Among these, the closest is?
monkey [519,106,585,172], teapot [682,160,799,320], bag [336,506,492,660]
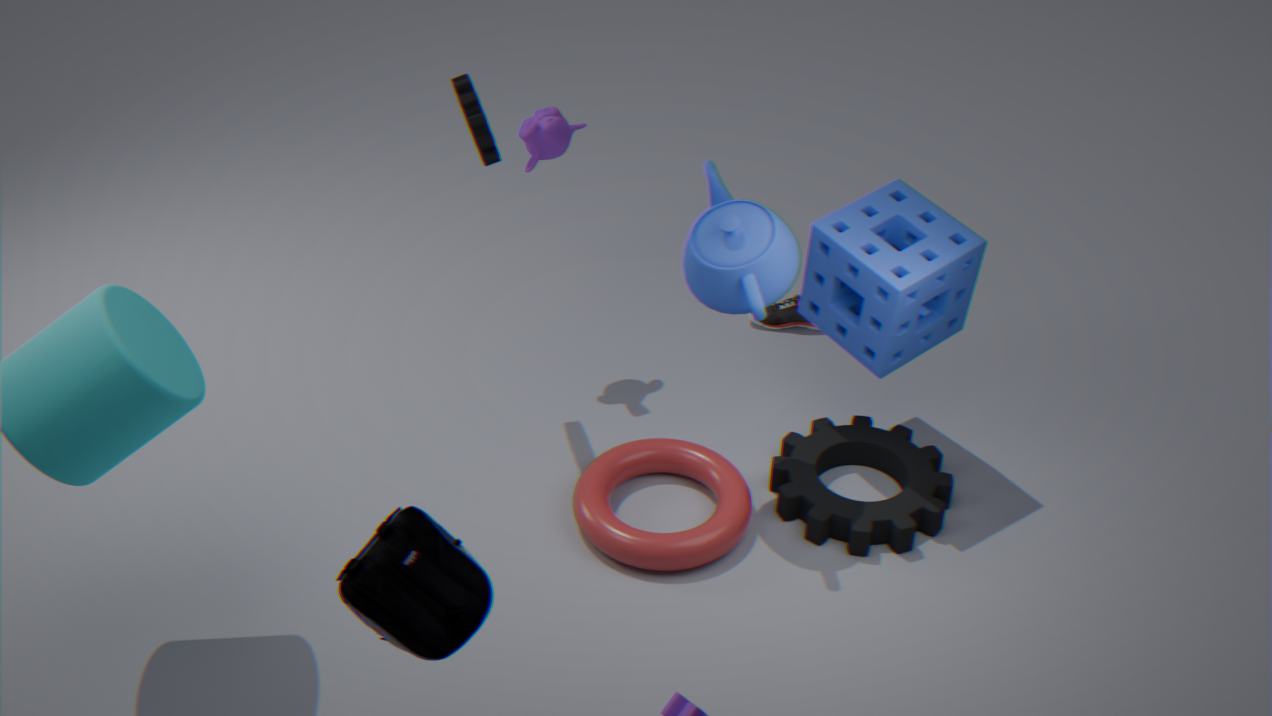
bag [336,506,492,660]
